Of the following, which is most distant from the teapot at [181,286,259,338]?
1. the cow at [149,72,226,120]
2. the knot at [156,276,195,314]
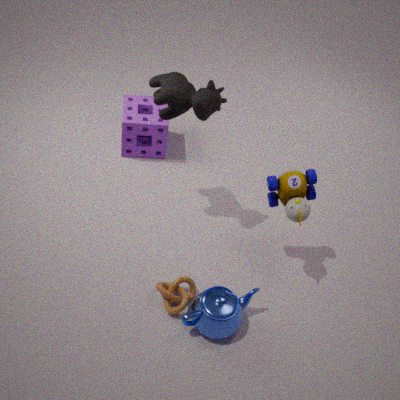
the cow at [149,72,226,120]
